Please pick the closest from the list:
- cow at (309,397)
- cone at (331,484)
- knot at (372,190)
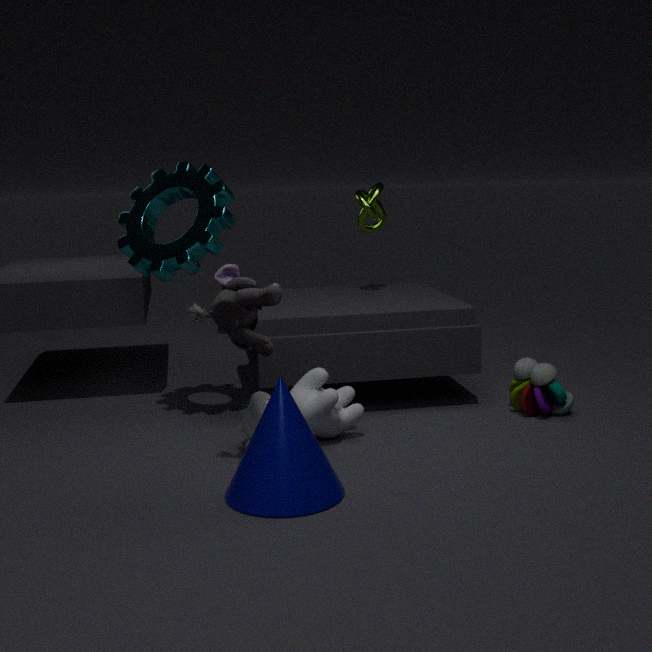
cone at (331,484)
